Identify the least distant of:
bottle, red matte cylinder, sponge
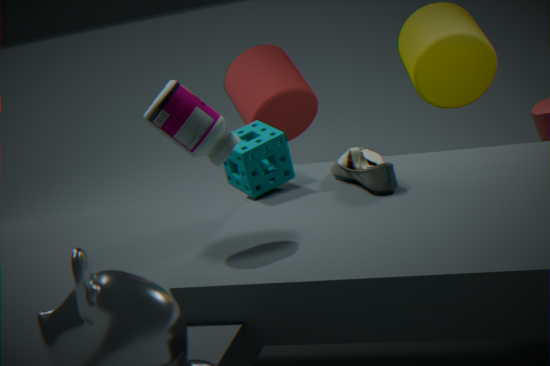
bottle
